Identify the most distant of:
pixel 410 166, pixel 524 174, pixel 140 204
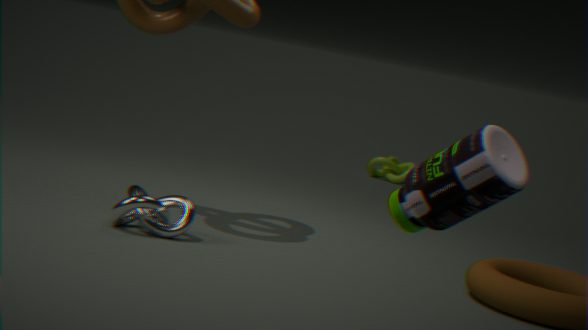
pixel 410 166
